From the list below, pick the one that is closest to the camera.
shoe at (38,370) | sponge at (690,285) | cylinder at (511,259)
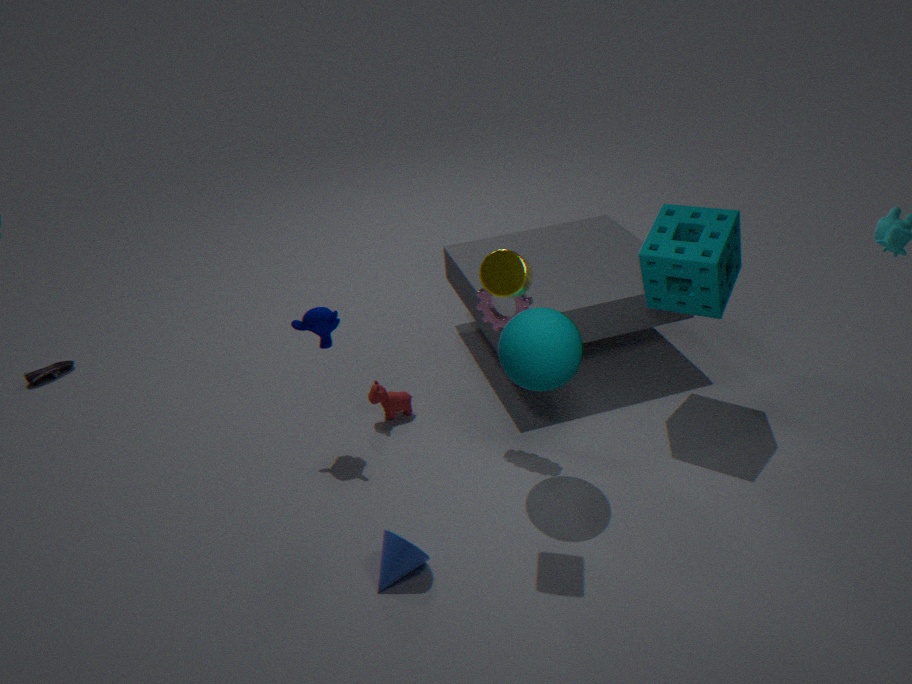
cylinder at (511,259)
